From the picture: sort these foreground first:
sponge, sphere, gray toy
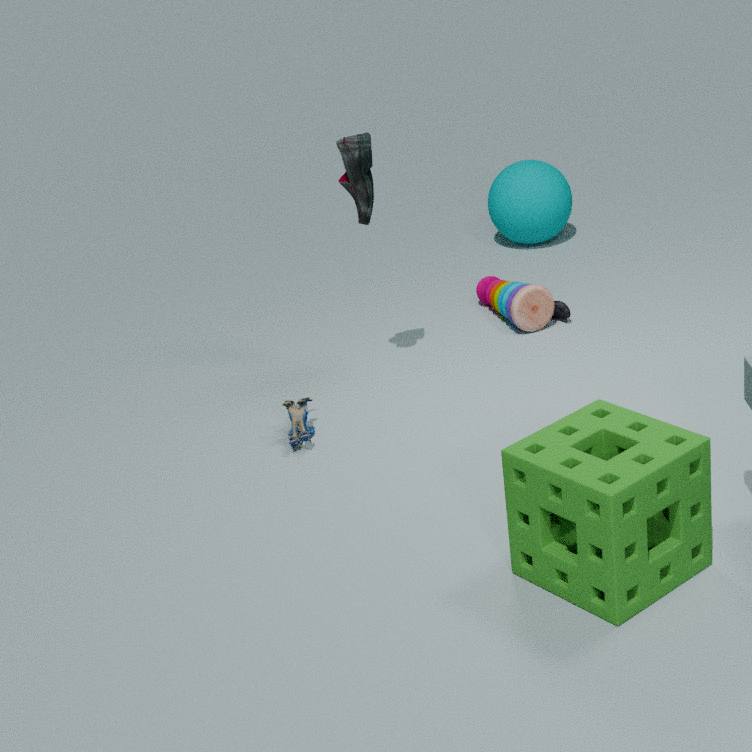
sponge < gray toy < sphere
